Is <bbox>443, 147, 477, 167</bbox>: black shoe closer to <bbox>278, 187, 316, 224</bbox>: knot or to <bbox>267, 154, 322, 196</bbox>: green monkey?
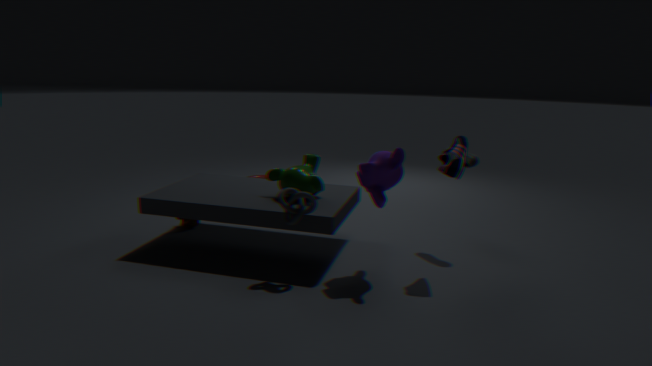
<bbox>267, 154, 322, 196</bbox>: green monkey
